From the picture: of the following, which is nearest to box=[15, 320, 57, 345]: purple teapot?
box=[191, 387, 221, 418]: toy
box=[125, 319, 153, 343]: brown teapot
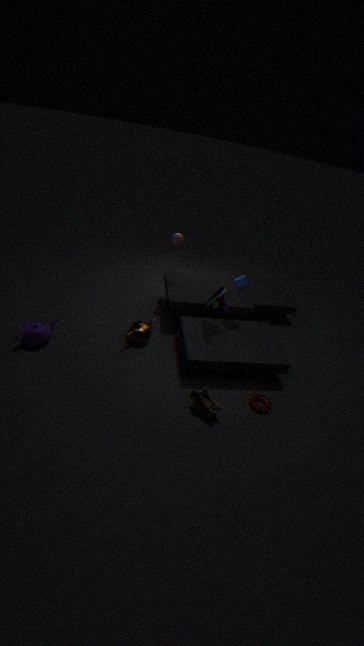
box=[125, 319, 153, 343]: brown teapot
